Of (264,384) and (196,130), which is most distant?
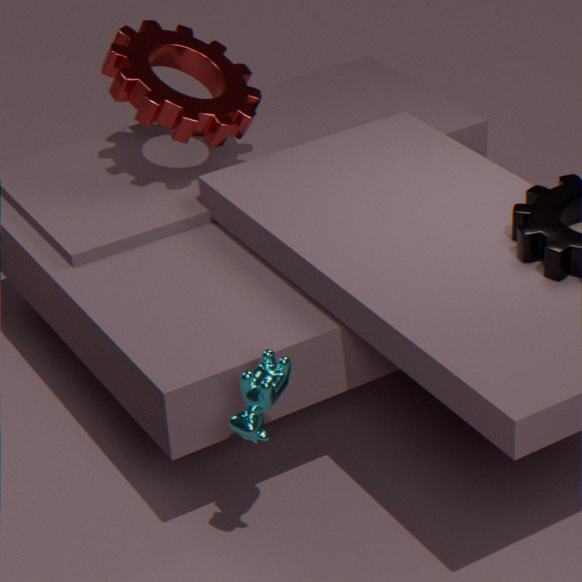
(196,130)
